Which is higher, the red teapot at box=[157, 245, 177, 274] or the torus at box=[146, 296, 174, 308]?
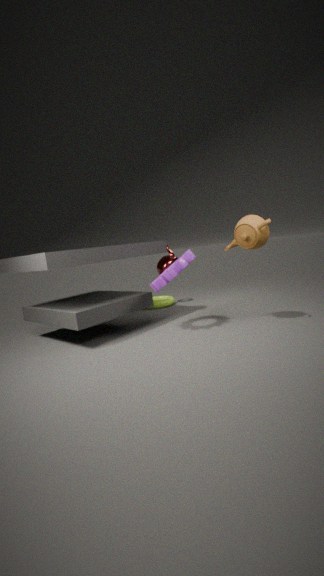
the red teapot at box=[157, 245, 177, 274]
